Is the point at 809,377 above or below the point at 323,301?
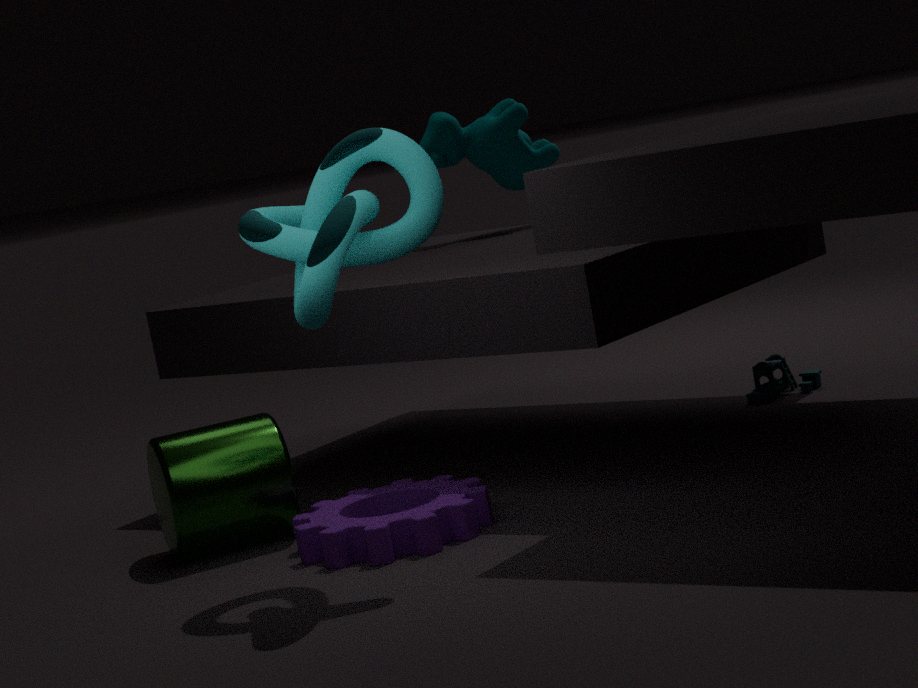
below
